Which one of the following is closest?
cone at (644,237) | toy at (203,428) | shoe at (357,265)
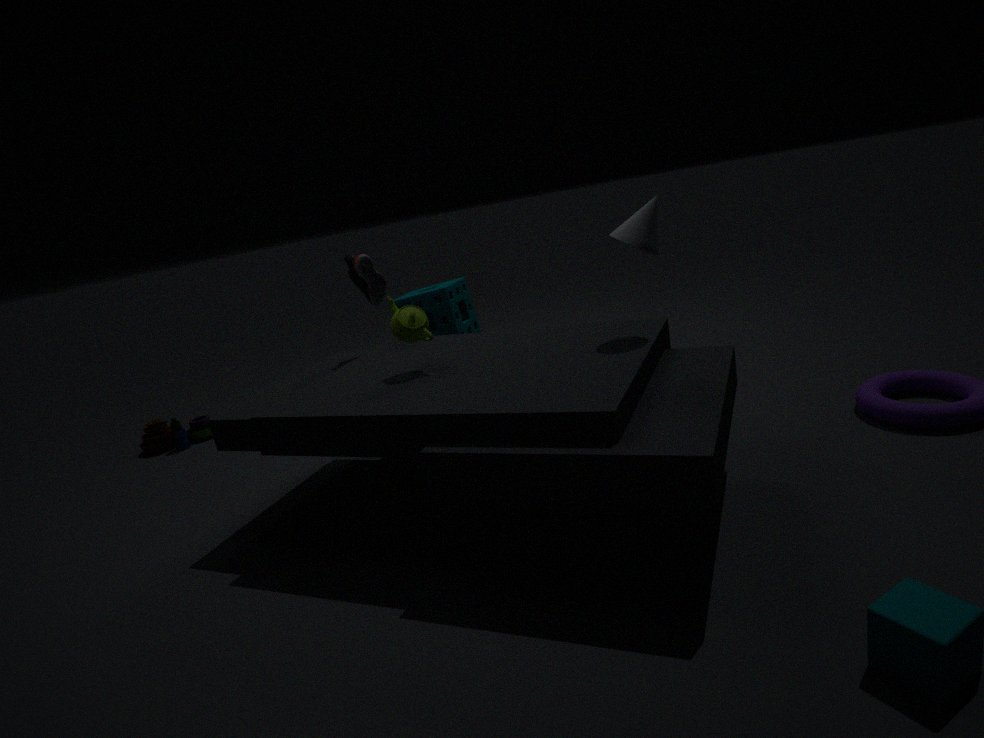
cone at (644,237)
